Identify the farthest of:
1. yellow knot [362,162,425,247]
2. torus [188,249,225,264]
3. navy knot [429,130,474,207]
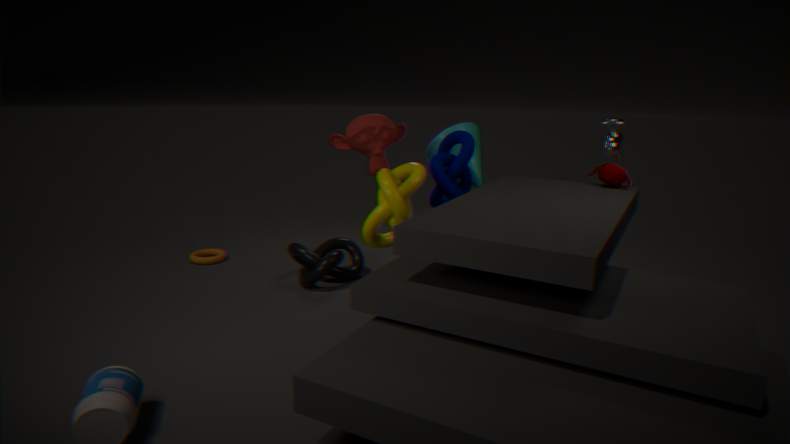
torus [188,249,225,264]
